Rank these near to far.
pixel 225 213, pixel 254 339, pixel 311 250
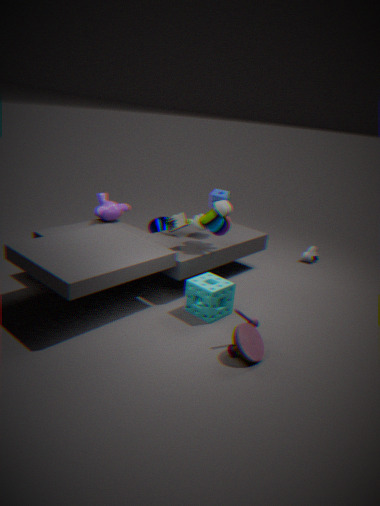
pixel 254 339
pixel 225 213
pixel 311 250
